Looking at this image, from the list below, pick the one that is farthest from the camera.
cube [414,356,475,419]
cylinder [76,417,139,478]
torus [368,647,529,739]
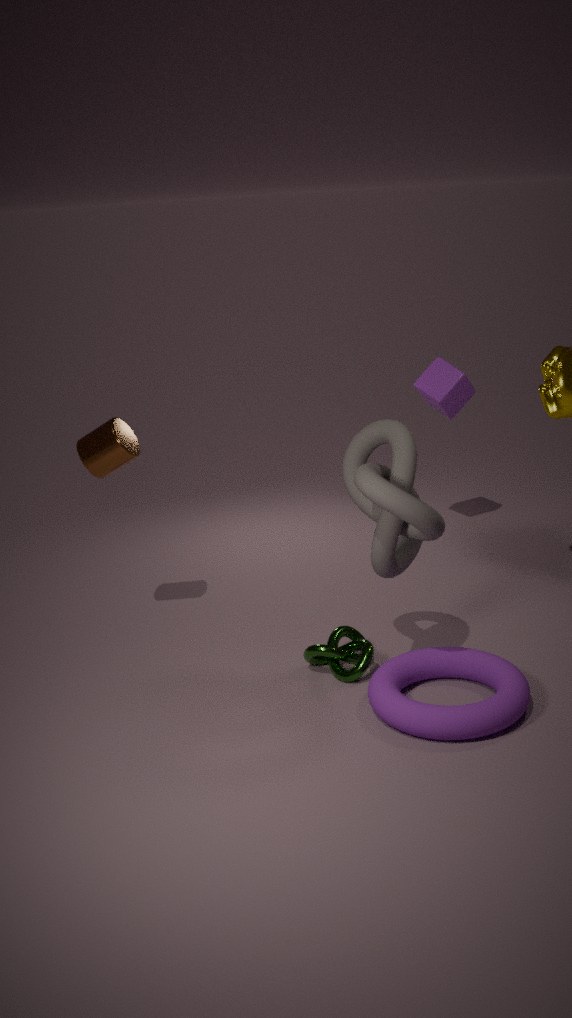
cube [414,356,475,419]
